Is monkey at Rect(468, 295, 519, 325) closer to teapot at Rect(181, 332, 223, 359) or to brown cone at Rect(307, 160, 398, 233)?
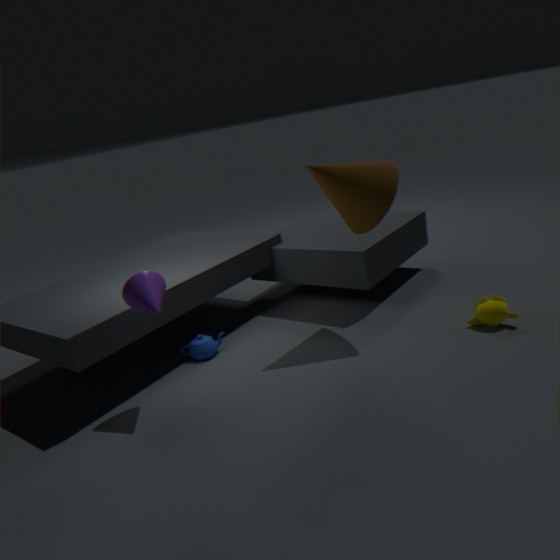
brown cone at Rect(307, 160, 398, 233)
